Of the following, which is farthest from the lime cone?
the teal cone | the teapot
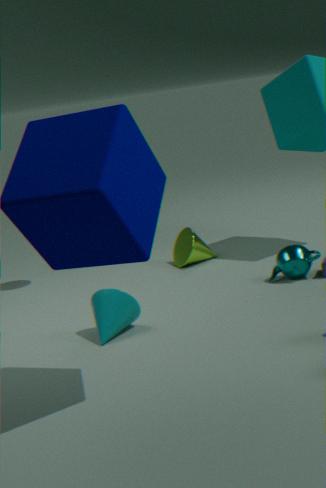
the teal cone
